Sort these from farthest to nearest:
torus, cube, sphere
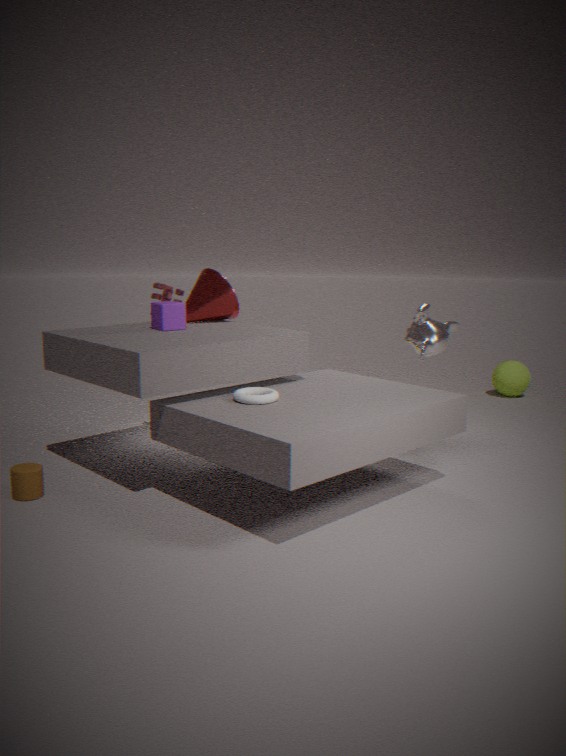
sphere < cube < torus
